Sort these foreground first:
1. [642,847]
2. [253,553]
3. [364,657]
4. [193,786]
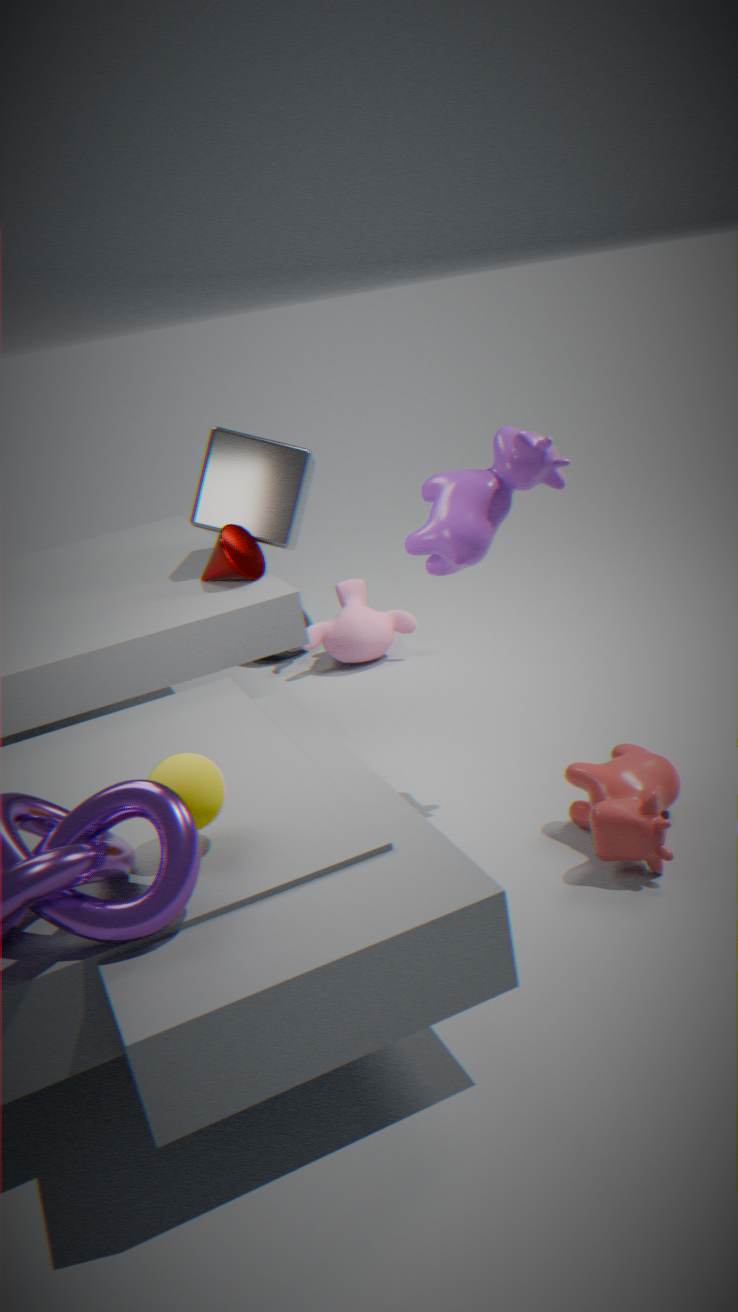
[193,786] → [642,847] → [253,553] → [364,657]
